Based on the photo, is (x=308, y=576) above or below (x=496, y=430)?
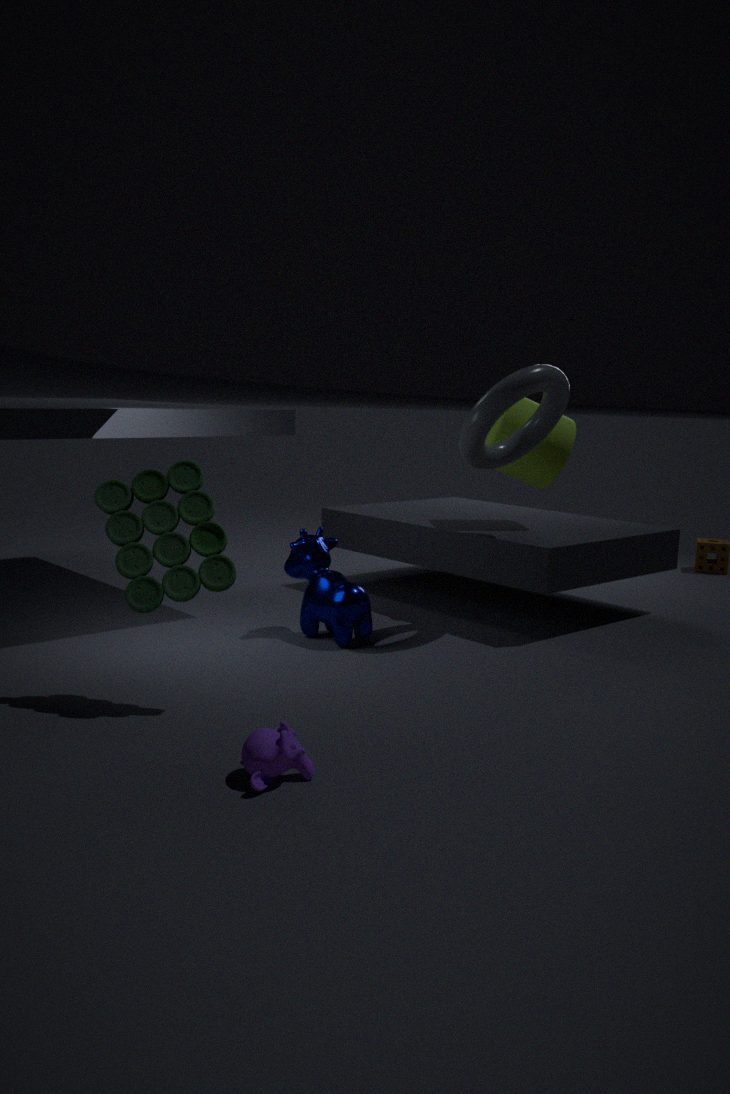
below
